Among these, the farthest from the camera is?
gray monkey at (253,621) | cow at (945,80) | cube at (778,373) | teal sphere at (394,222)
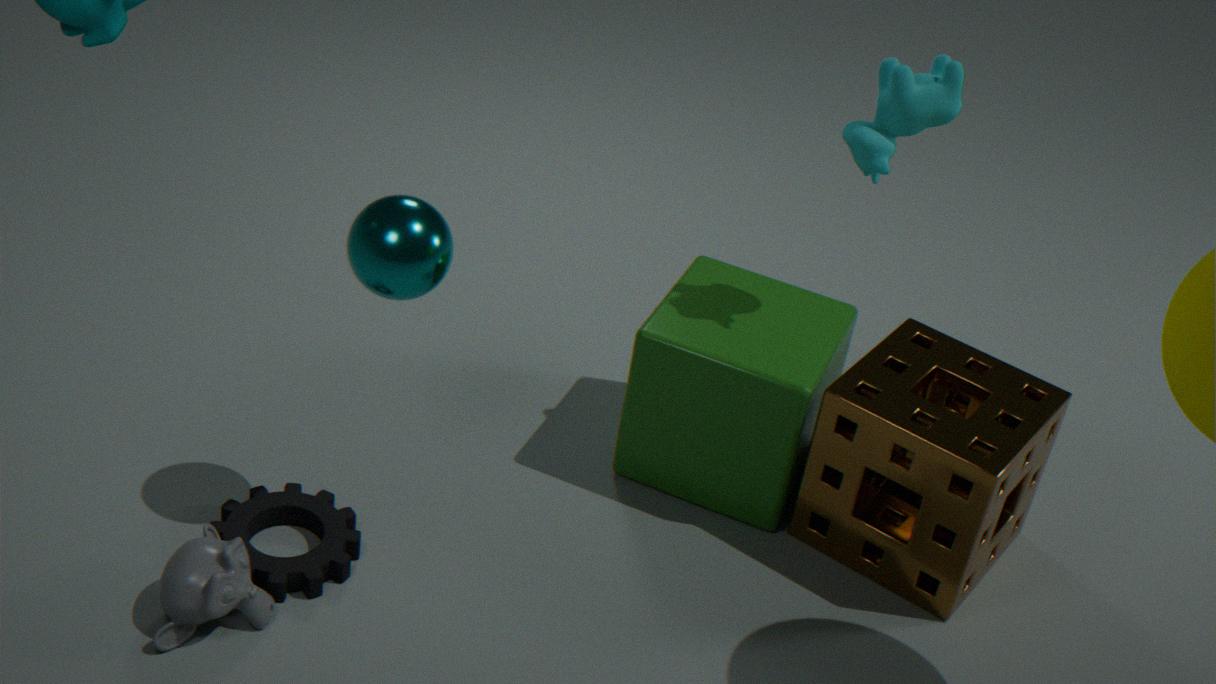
cube at (778,373)
